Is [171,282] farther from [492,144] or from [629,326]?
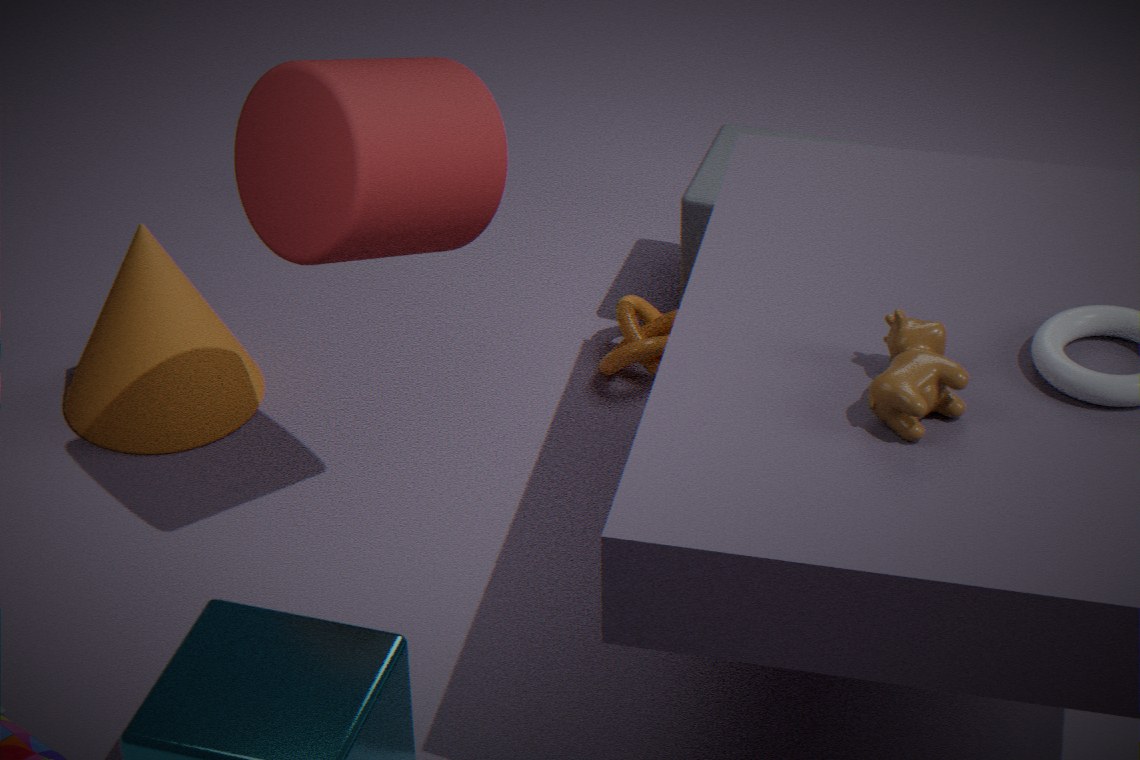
[629,326]
